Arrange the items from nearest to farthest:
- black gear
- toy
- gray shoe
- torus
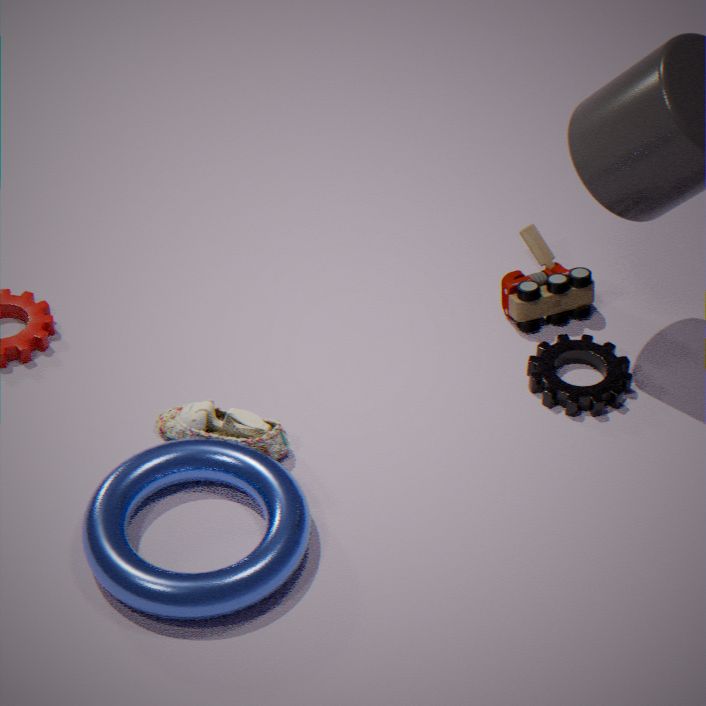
torus < gray shoe < black gear < toy
